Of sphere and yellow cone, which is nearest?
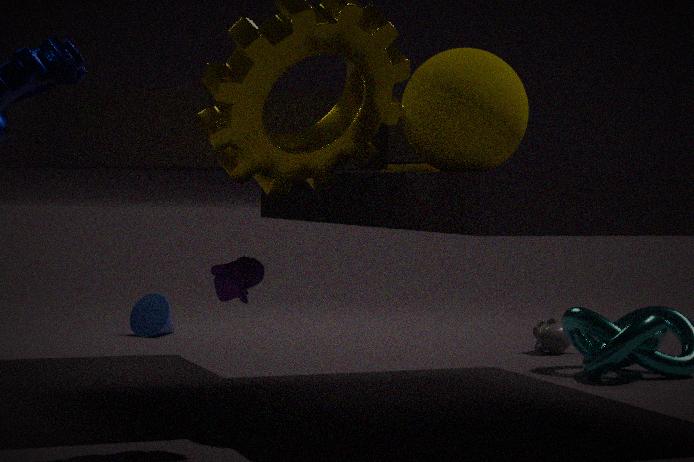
sphere
